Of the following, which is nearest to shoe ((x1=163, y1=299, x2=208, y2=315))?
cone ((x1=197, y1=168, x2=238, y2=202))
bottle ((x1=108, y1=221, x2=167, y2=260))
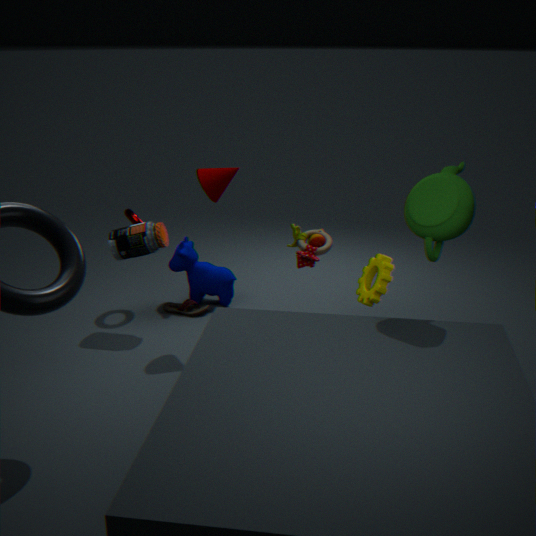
bottle ((x1=108, y1=221, x2=167, y2=260))
